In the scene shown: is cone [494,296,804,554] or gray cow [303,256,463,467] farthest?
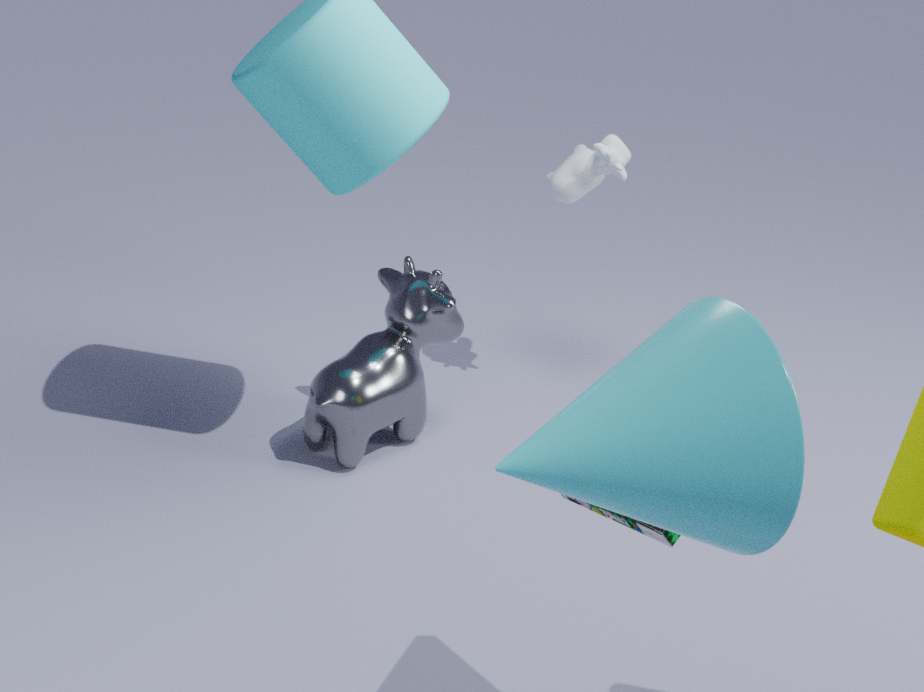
gray cow [303,256,463,467]
